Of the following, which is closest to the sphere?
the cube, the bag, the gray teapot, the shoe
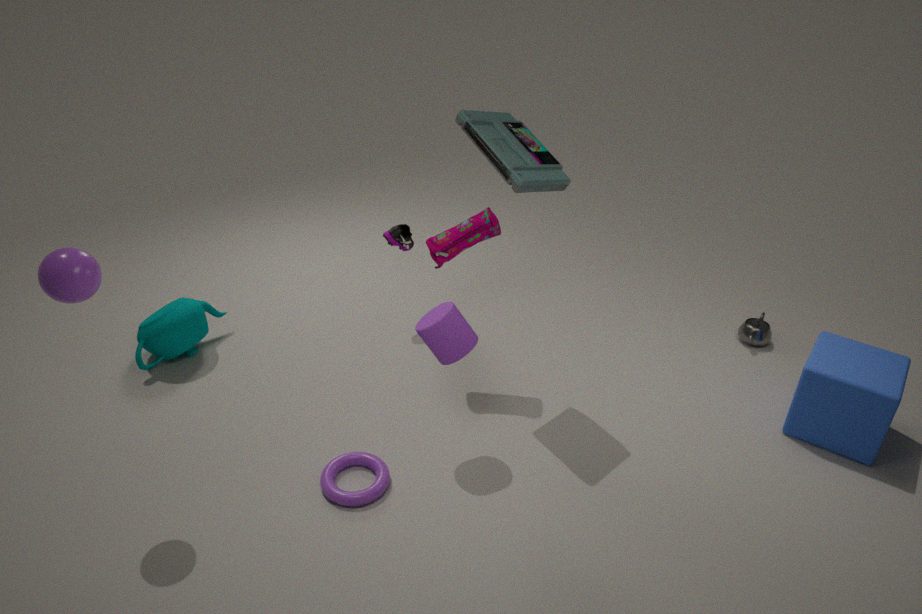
the bag
